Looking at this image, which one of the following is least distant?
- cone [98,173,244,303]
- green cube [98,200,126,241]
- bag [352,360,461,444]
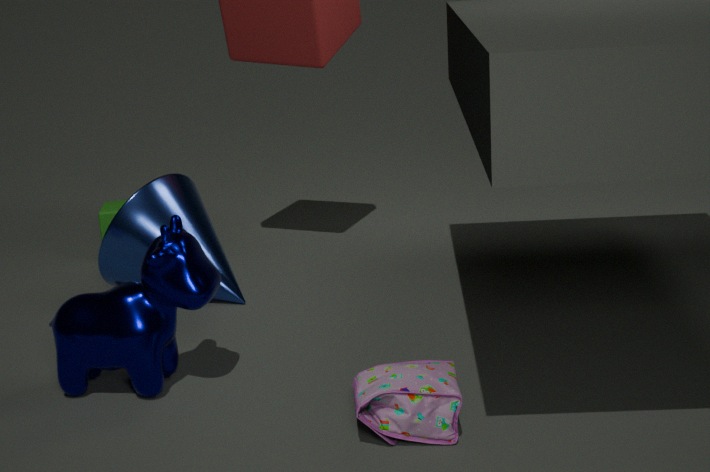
bag [352,360,461,444]
